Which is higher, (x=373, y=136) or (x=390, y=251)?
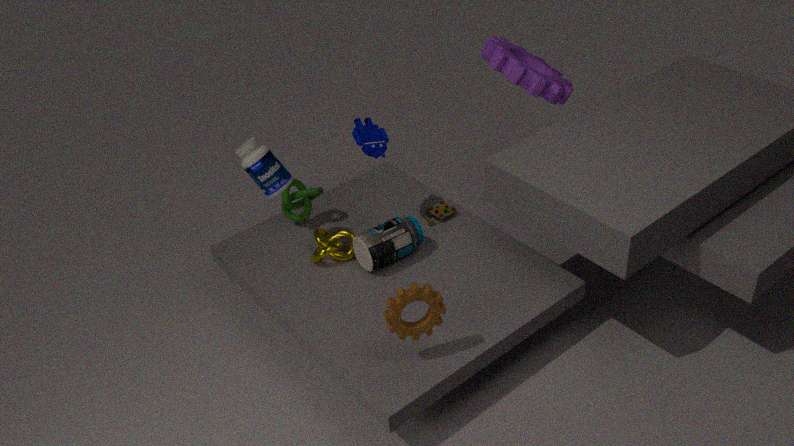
(x=373, y=136)
